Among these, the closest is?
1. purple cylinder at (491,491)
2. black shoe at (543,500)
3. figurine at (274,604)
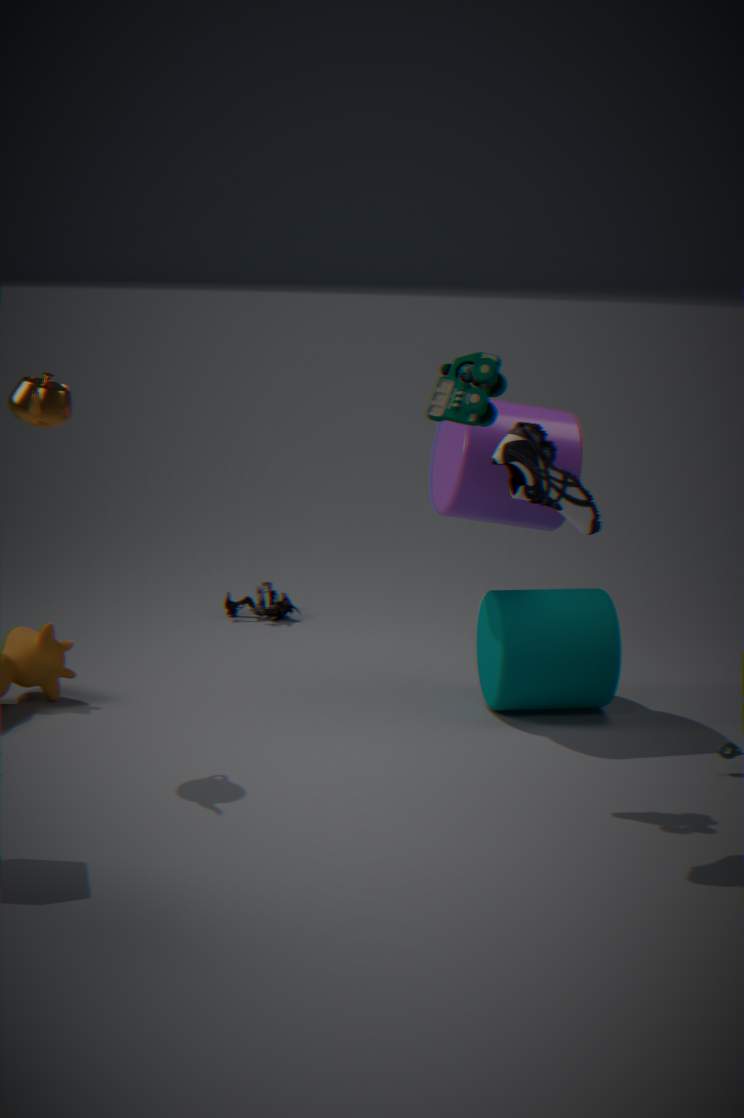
black shoe at (543,500)
